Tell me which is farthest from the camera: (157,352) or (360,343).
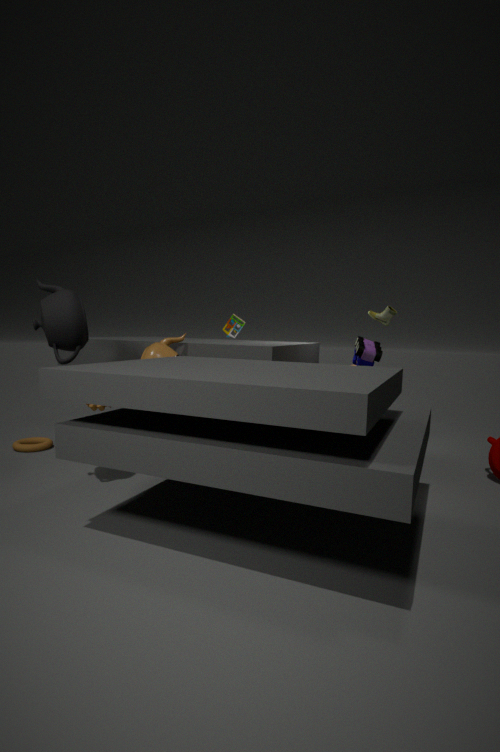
(360,343)
